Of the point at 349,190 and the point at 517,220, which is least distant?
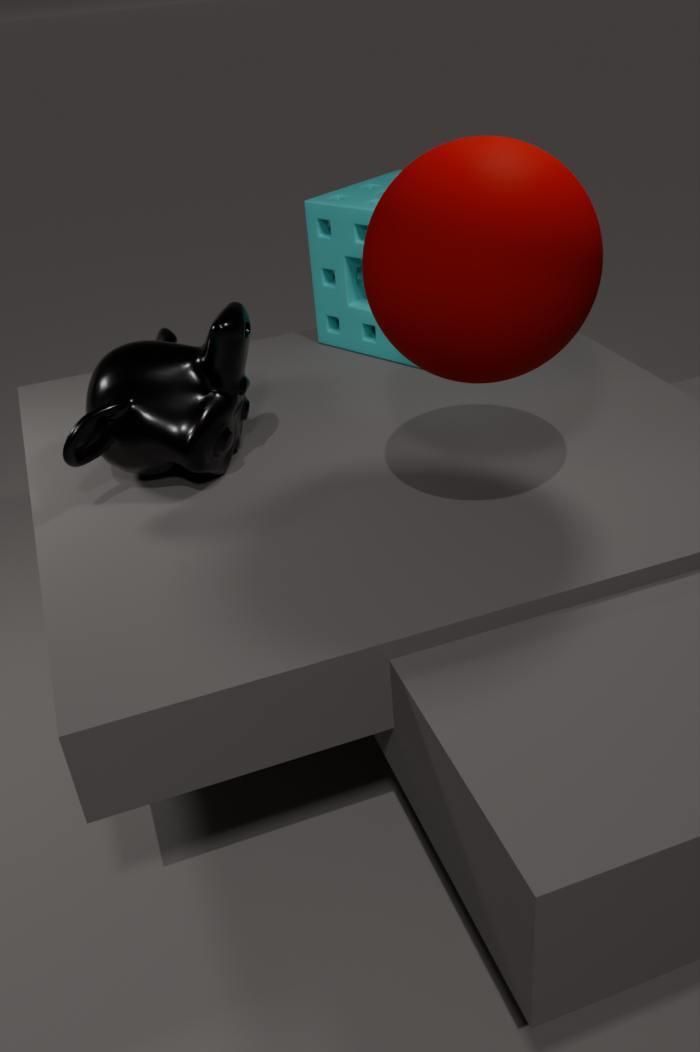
the point at 517,220
